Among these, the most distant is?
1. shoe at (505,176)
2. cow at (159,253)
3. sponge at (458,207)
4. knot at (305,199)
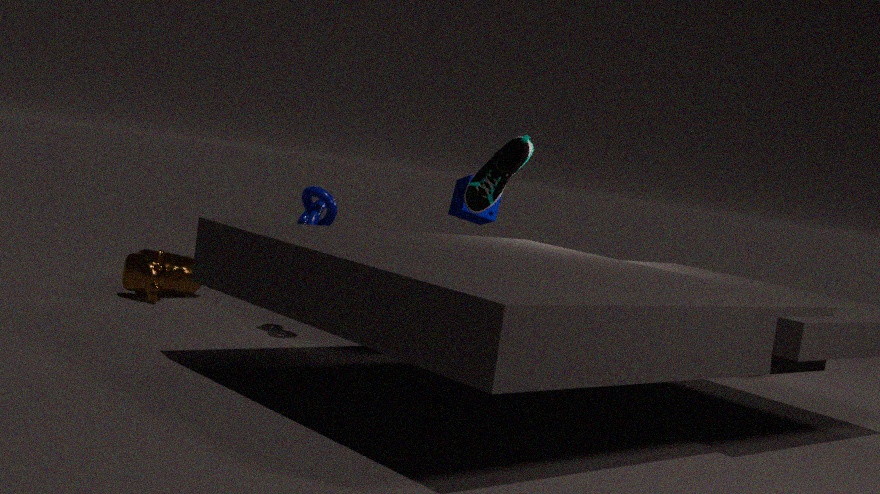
sponge at (458,207)
